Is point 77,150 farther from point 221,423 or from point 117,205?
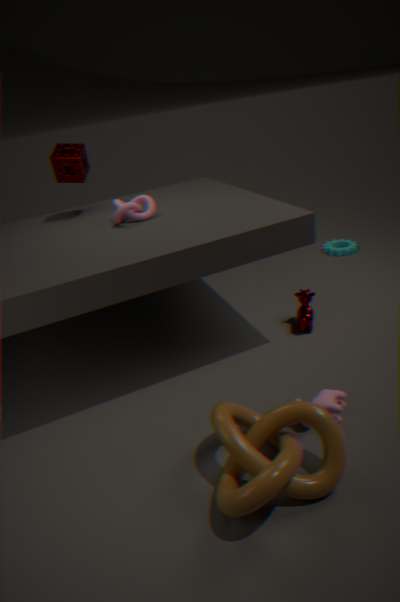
point 221,423
